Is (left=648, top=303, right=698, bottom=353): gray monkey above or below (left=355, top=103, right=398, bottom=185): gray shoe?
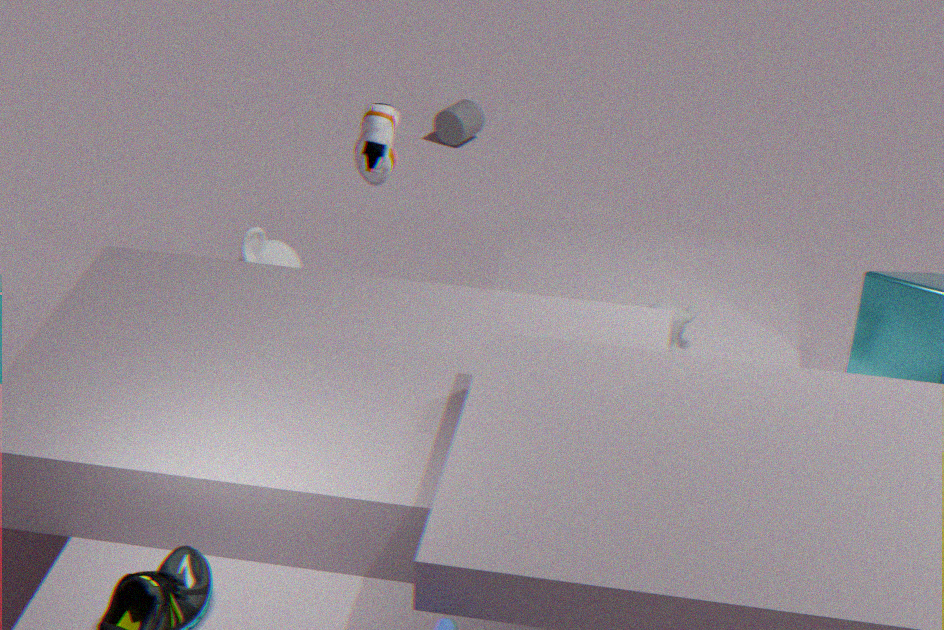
below
